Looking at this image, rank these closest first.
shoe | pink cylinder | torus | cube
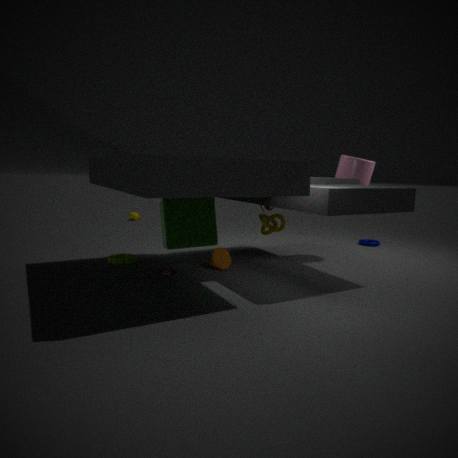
cube → shoe → pink cylinder → torus
